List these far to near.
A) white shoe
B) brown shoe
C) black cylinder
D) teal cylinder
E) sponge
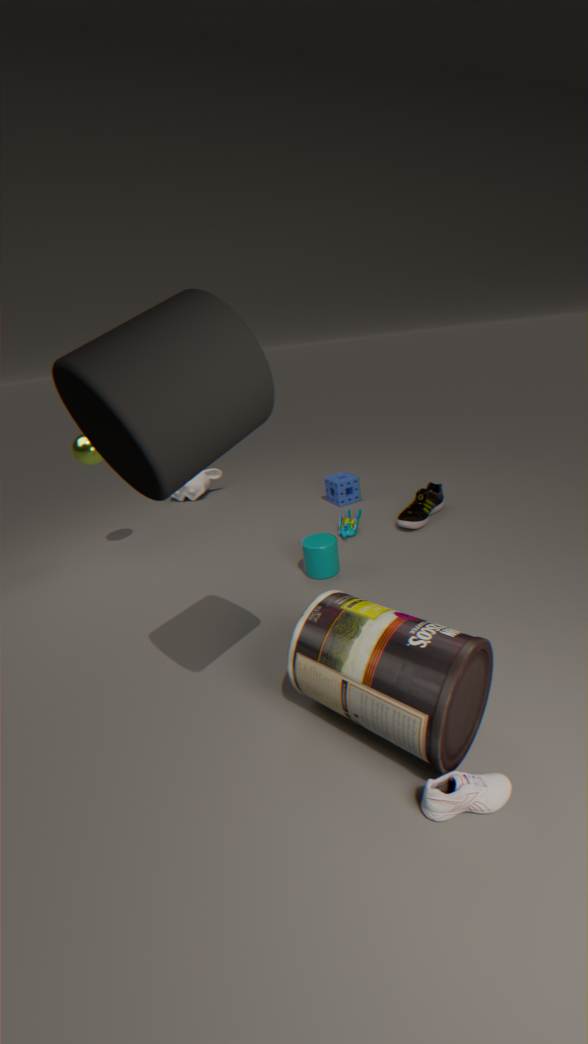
sponge < brown shoe < teal cylinder < white shoe < black cylinder
